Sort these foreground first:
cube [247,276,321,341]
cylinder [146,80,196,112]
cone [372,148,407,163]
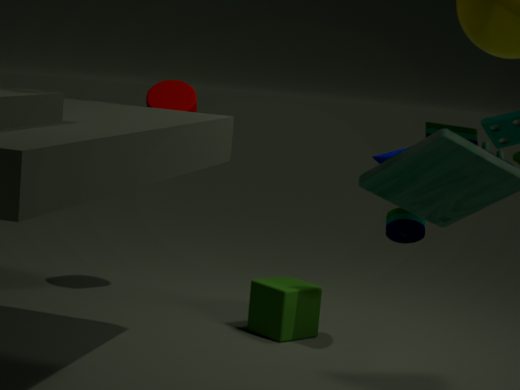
1. cone [372,148,407,163]
2. cube [247,276,321,341]
3. cylinder [146,80,196,112]
